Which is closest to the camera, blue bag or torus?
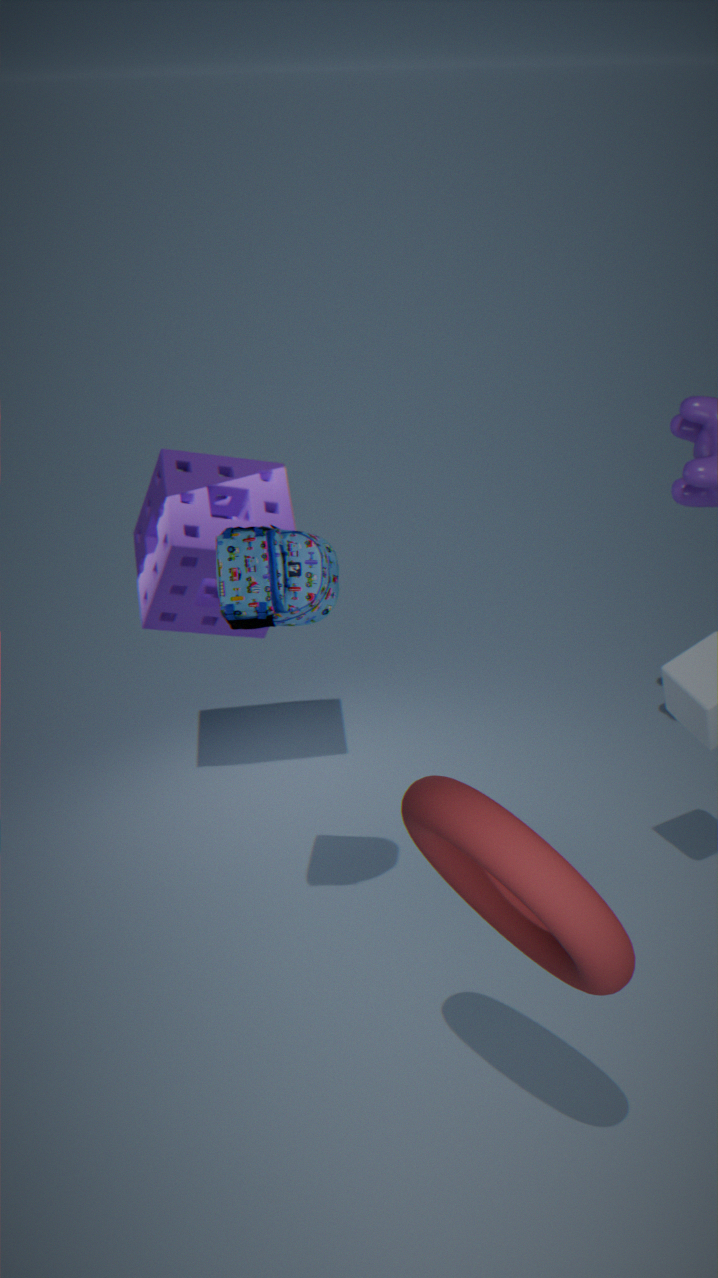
torus
